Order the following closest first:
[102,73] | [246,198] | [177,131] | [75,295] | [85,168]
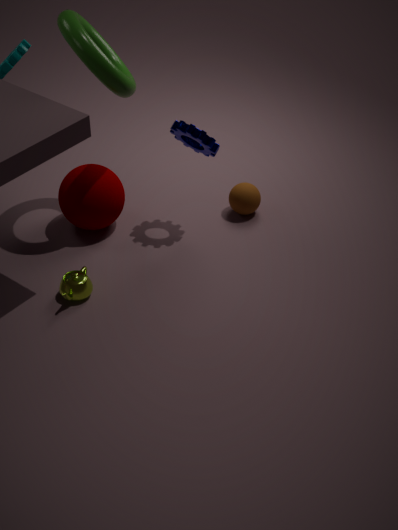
1. [102,73]
2. [75,295]
3. [177,131]
4. [85,168]
5. [246,198]
